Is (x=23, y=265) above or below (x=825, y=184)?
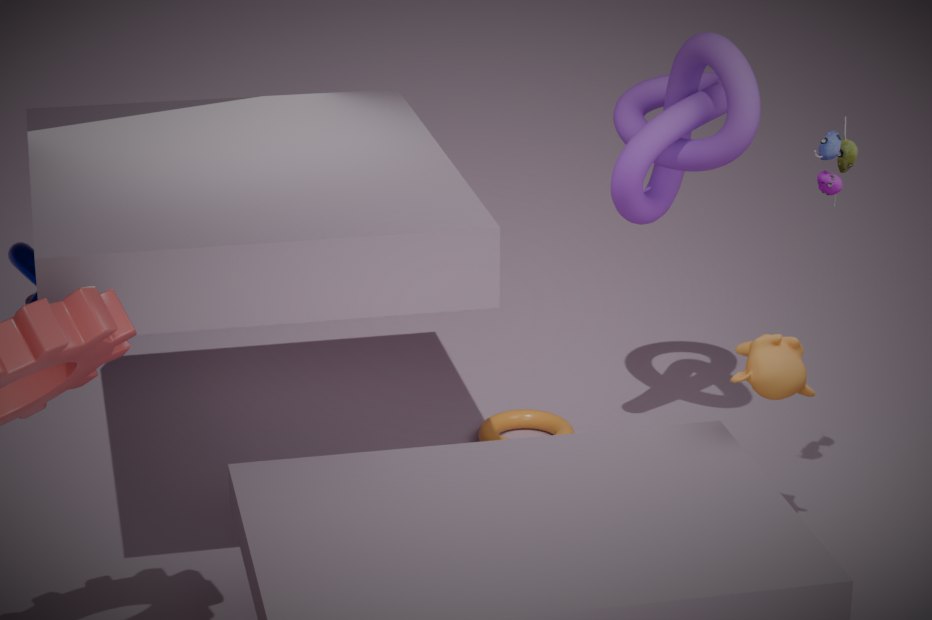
below
